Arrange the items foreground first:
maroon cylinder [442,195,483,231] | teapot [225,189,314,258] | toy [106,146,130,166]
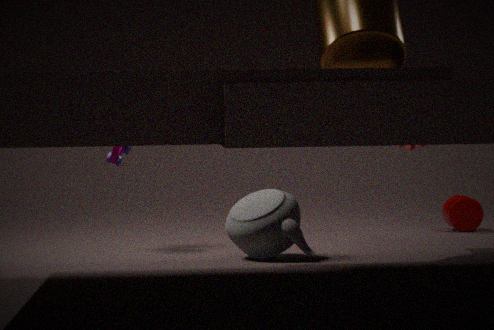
teapot [225,189,314,258], toy [106,146,130,166], maroon cylinder [442,195,483,231]
